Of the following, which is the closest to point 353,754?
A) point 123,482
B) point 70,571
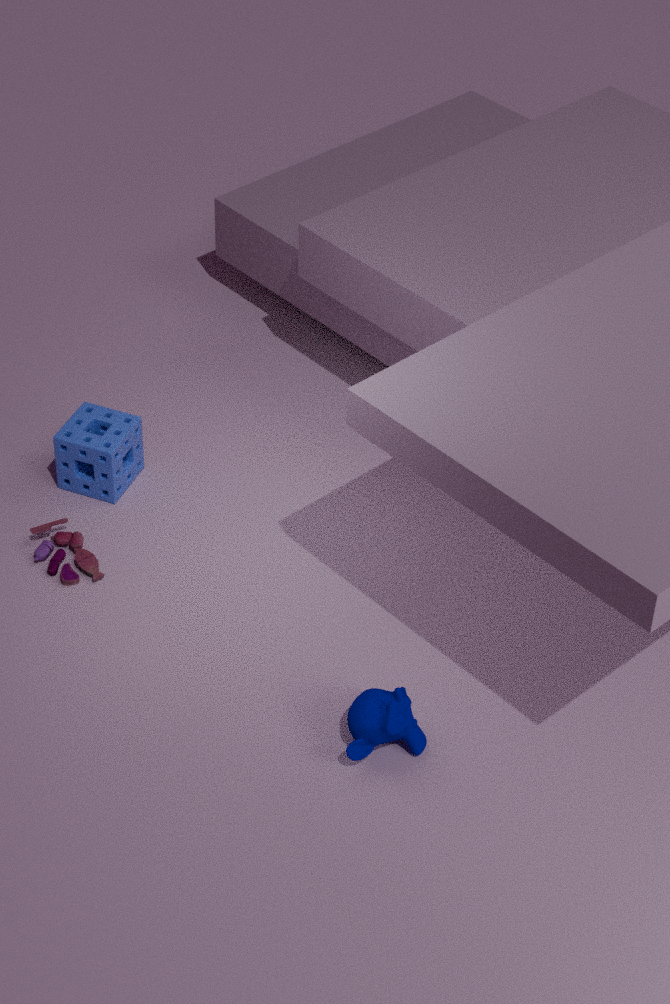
point 70,571
